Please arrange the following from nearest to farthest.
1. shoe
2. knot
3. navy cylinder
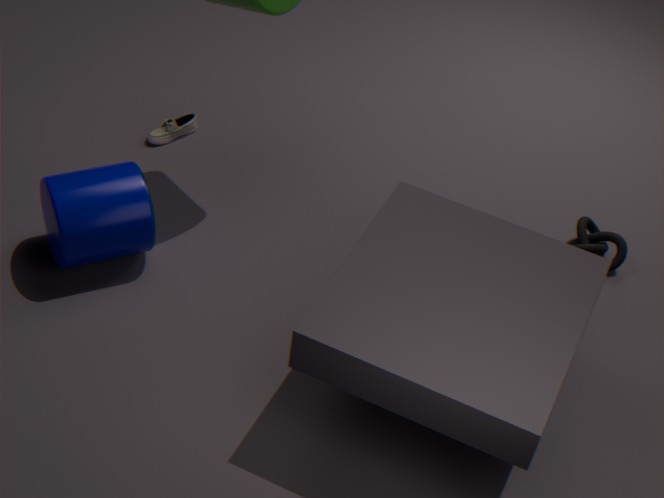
navy cylinder, knot, shoe
